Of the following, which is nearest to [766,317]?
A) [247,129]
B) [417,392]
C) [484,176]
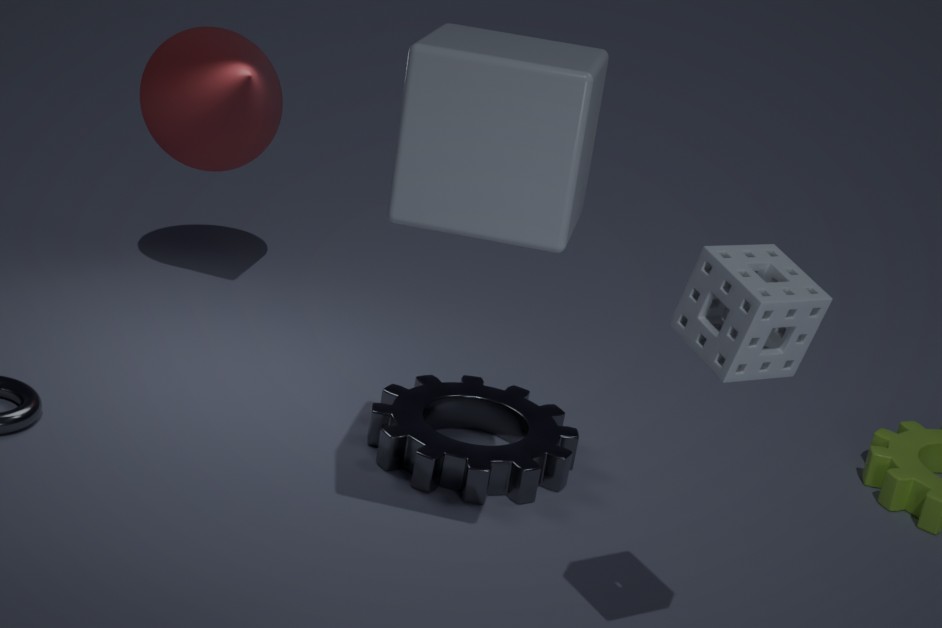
[484,176]
